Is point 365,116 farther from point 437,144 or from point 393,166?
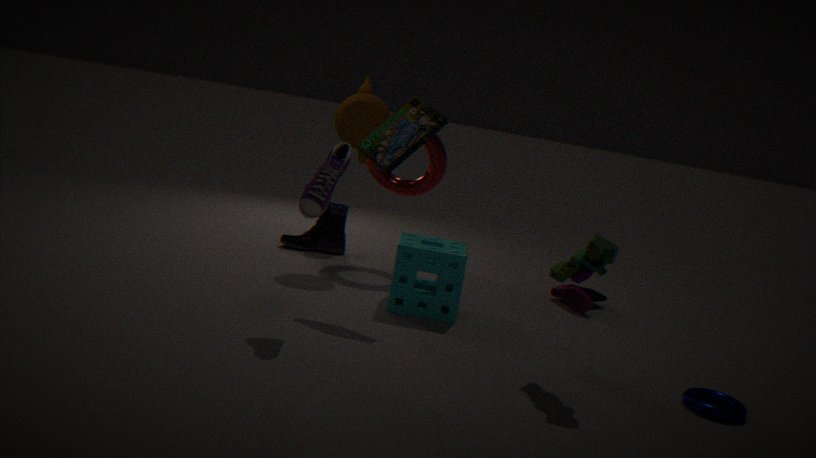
point 393,166
